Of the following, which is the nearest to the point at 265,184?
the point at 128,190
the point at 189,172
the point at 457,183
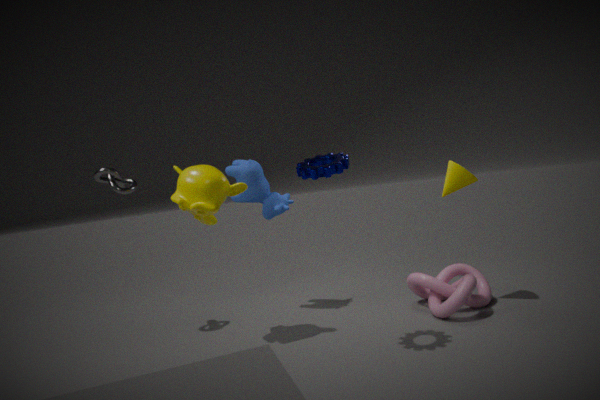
the point at 189,172
